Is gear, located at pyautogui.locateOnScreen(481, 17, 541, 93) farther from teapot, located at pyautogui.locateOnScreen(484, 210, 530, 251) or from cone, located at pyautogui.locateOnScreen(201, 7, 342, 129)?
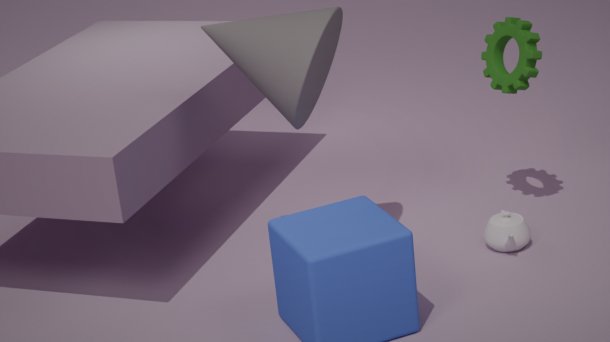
cone, located at pyautogui.locateOnScreen(201, 7, 342, 129)
